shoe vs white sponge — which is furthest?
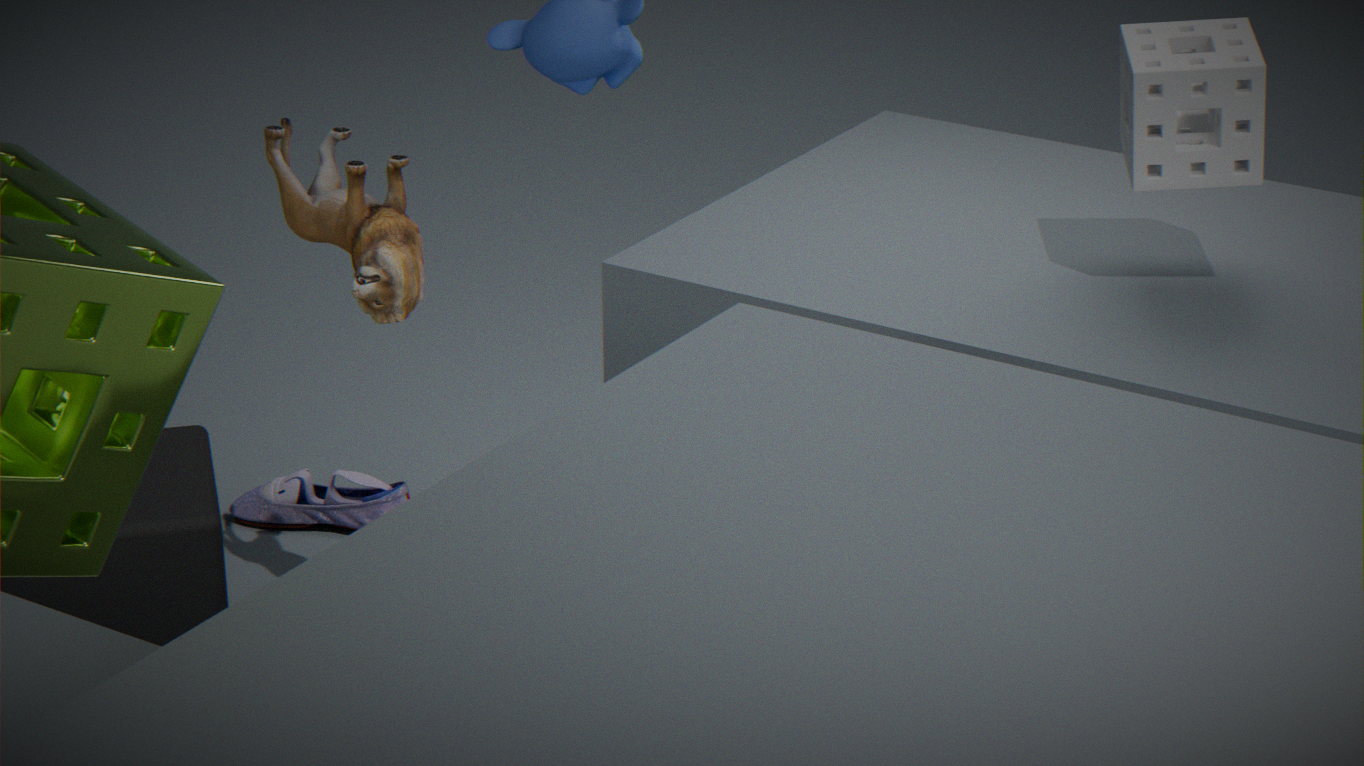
shoe
